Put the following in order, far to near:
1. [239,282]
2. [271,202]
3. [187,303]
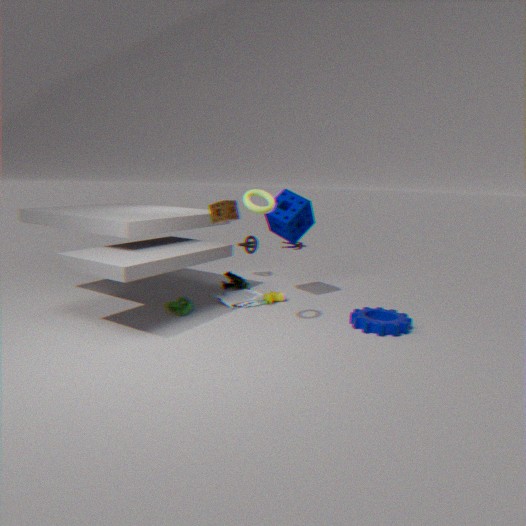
[239,282], [187,303], [271,202]
